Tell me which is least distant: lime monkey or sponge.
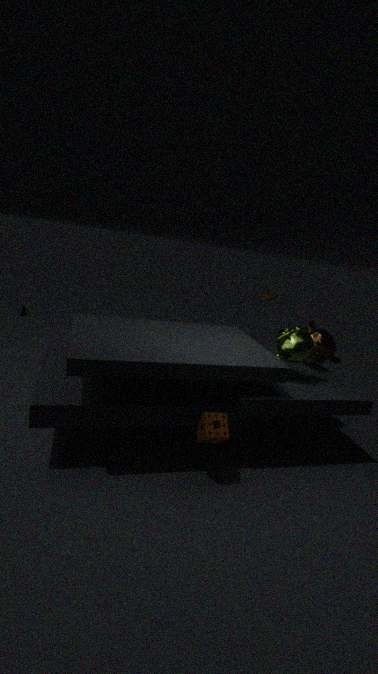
sponge
